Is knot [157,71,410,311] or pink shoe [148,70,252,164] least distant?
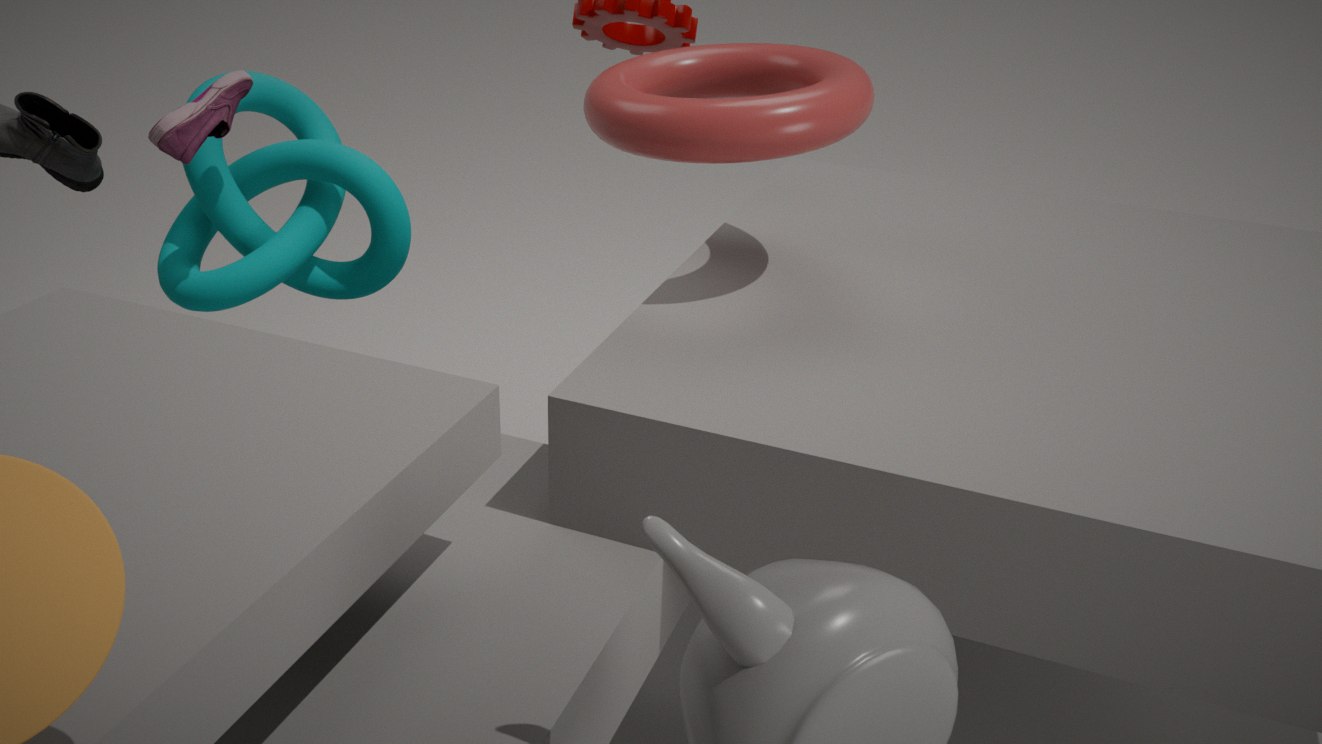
pink shoe [148,70,252,164]
